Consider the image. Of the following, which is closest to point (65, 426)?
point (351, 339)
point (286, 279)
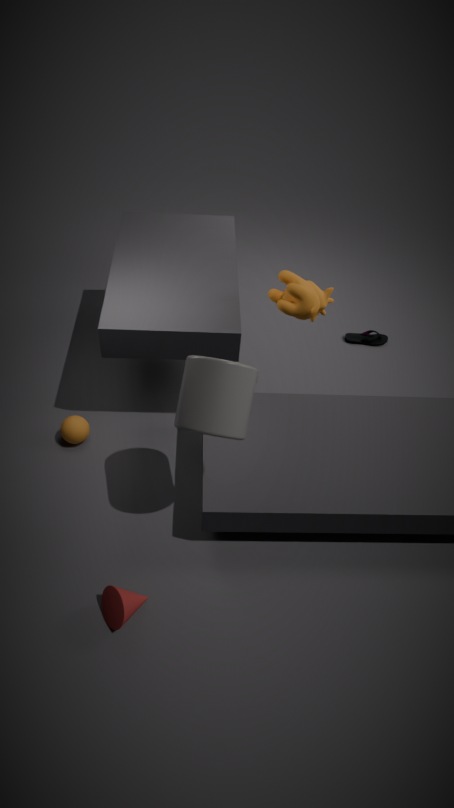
point (286, 279)
